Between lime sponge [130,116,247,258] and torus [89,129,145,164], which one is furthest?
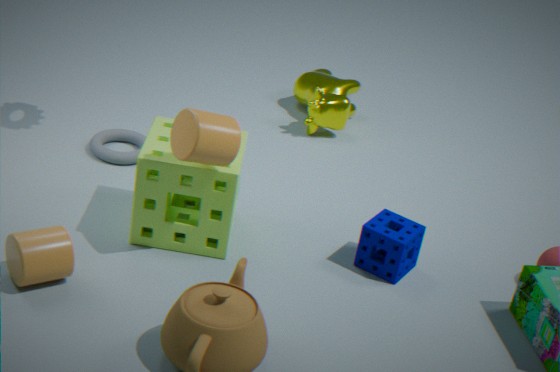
torus [89,129,145,164]
